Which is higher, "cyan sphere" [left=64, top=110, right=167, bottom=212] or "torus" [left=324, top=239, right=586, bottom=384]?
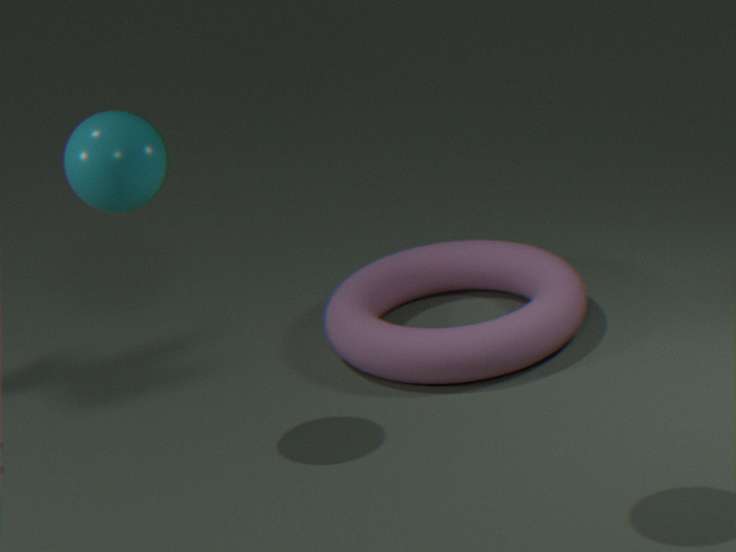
"cyan sphere" [left=64, top=110, right=167, bottom=212]
